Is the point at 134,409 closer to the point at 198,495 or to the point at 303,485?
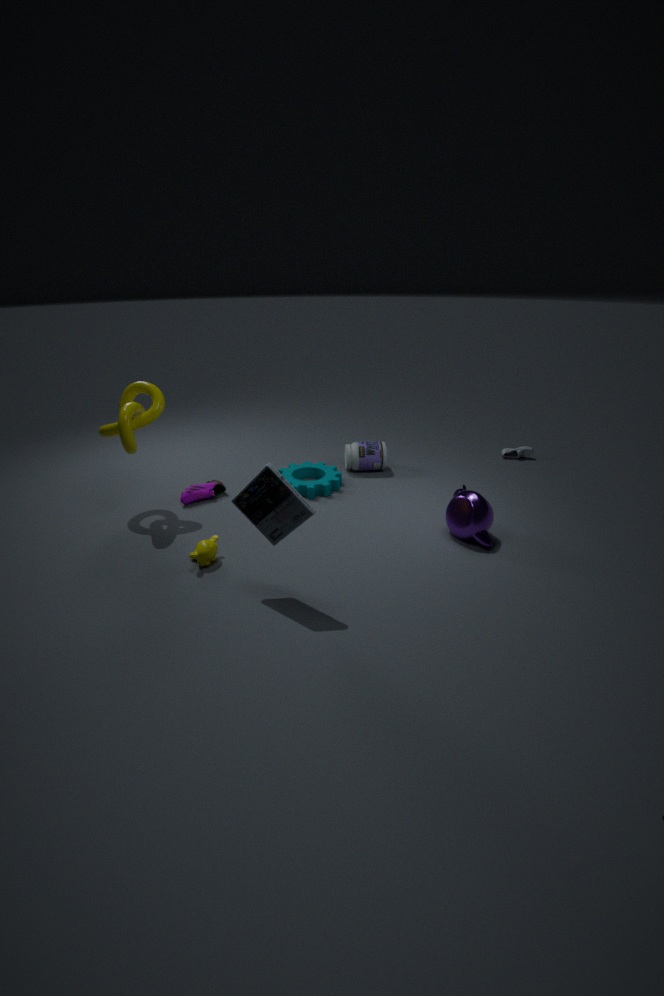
the point at 198,495
